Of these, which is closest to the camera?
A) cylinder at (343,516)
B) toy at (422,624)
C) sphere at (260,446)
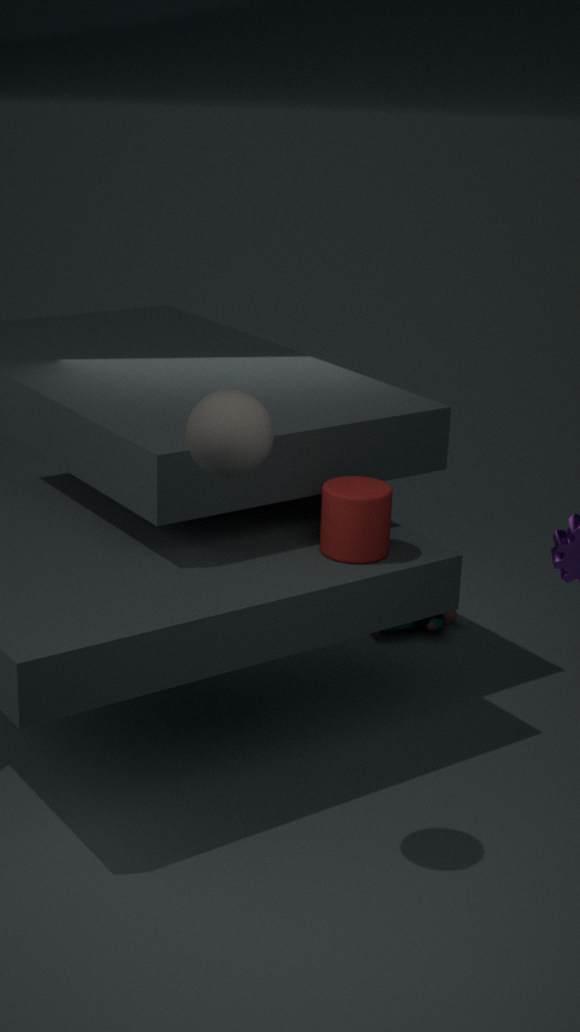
sphere at (260,446)
